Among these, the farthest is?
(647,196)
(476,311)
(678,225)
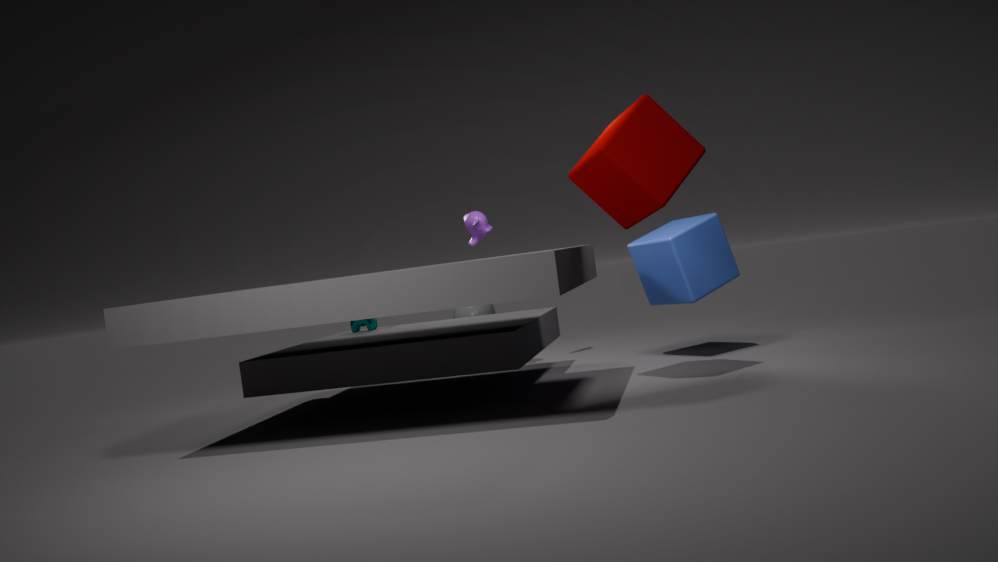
(476,311)
